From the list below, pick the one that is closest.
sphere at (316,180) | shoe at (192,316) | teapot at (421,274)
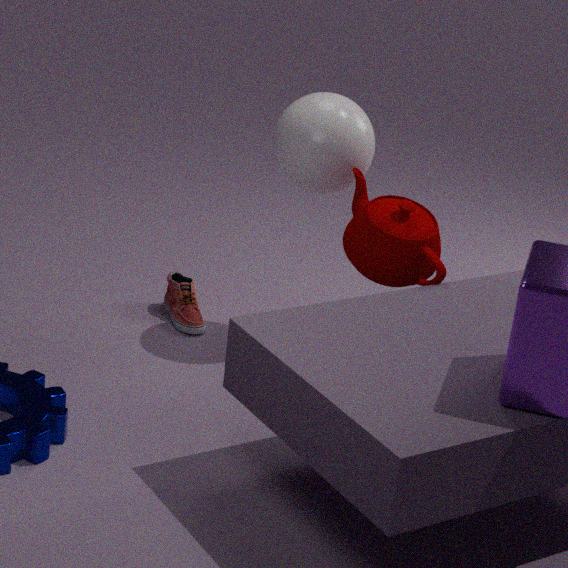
teapot at (421,274)
